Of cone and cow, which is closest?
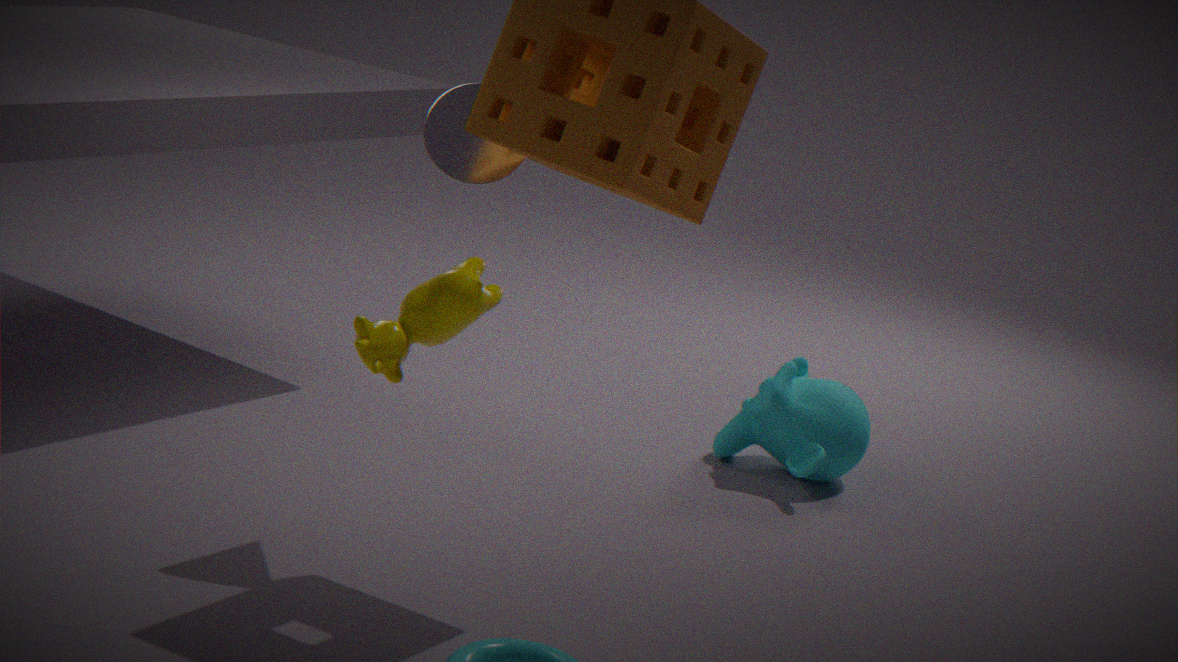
cow
